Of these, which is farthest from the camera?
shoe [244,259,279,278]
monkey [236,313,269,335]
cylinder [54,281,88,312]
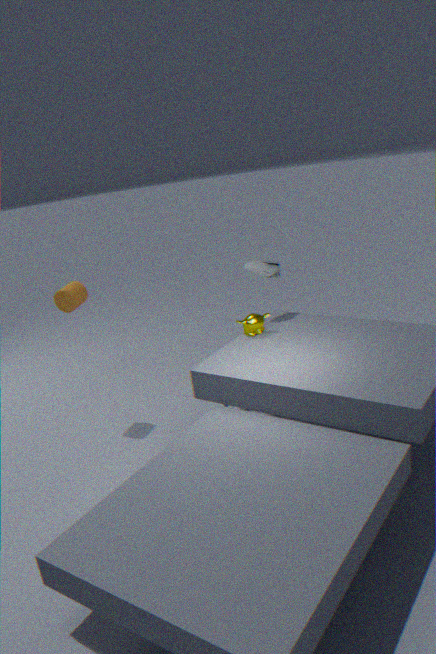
shoe [244,259,279,278]
